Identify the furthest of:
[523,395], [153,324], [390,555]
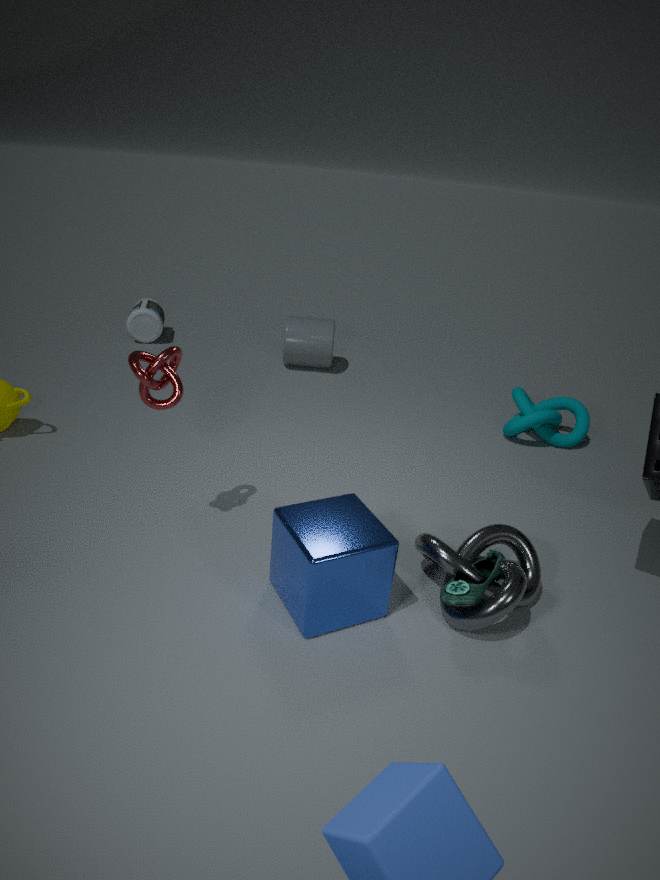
[153,324]
